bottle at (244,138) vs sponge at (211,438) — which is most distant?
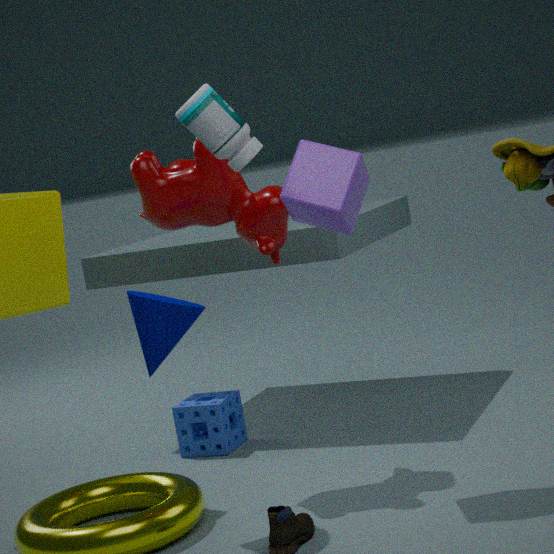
sponge at (211,438)
